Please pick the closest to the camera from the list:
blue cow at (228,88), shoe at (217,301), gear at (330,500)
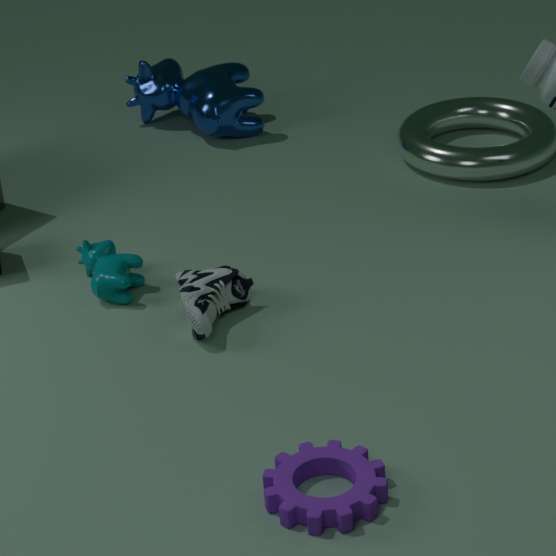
gear at (330,500)
